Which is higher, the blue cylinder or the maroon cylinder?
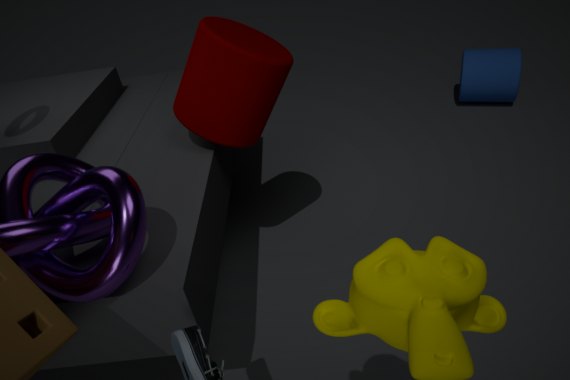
the maroon cylinder
